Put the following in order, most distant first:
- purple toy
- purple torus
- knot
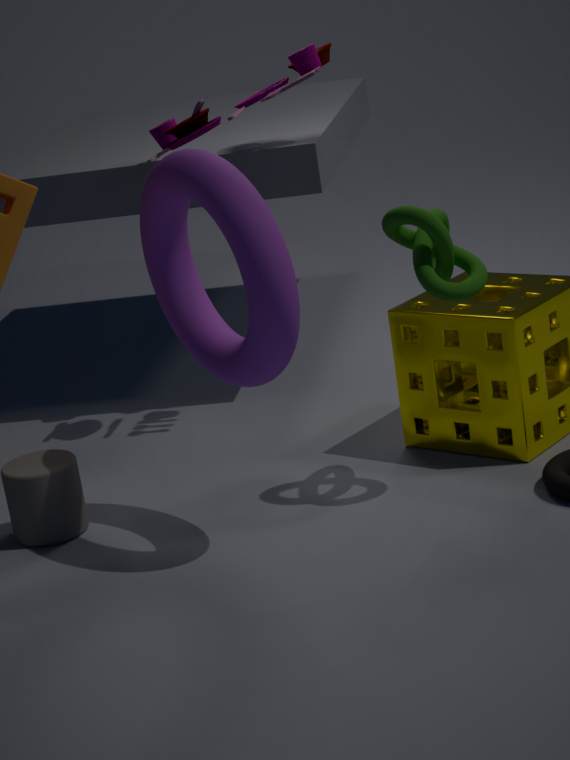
purple toy
knot
purple torus
